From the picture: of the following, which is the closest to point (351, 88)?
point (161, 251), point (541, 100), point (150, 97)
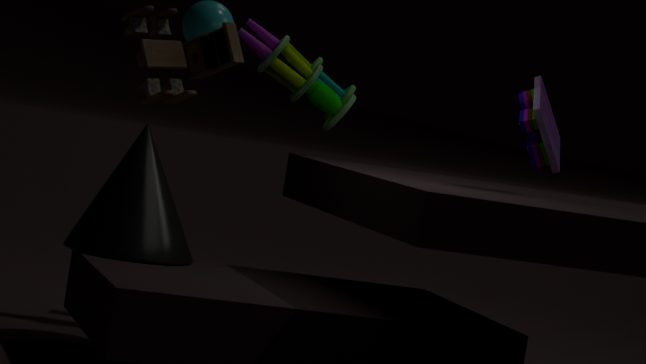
point (161, 251)
